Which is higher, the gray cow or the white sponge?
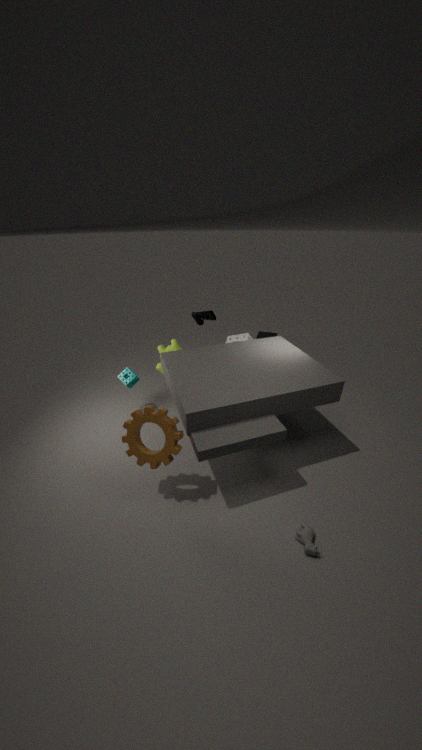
the white sponge
